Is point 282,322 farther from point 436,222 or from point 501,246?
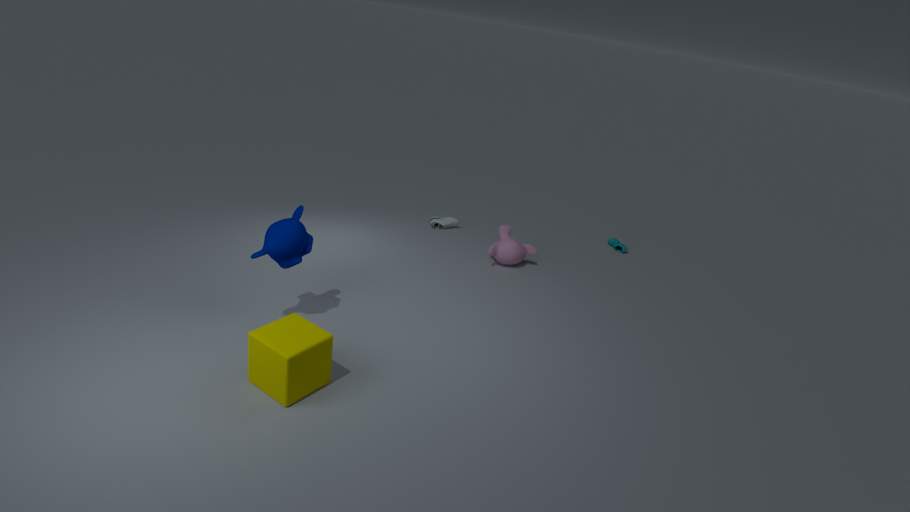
point 436,222
